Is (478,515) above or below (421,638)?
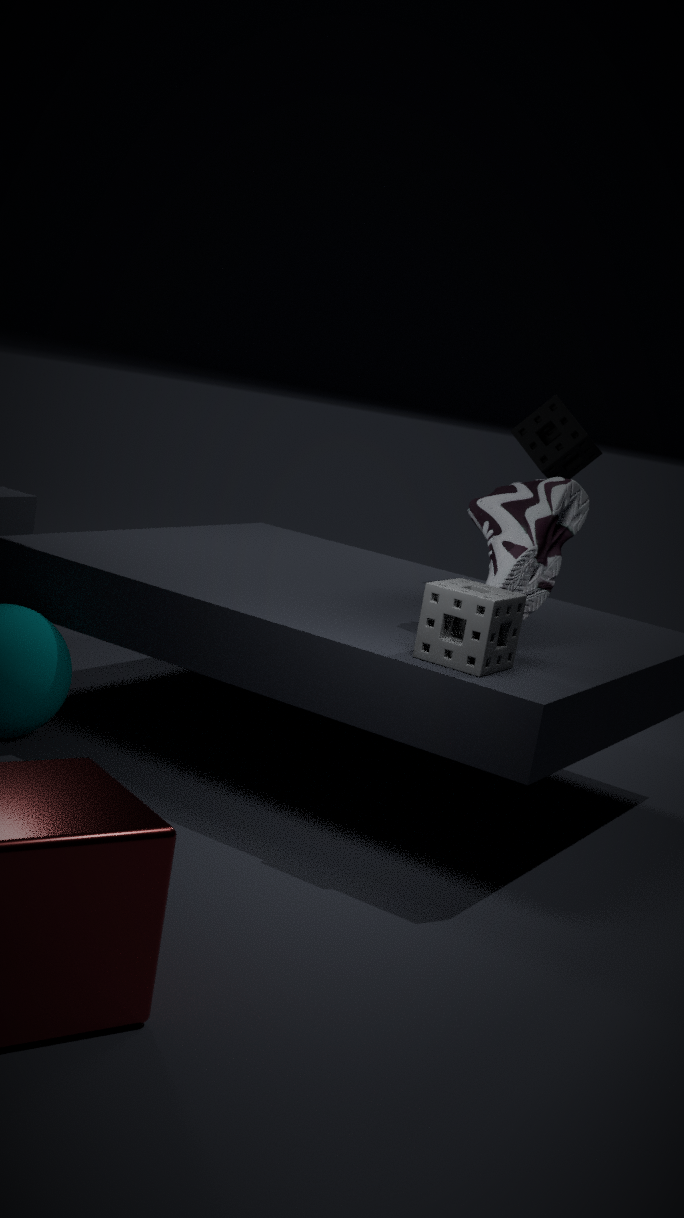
above
